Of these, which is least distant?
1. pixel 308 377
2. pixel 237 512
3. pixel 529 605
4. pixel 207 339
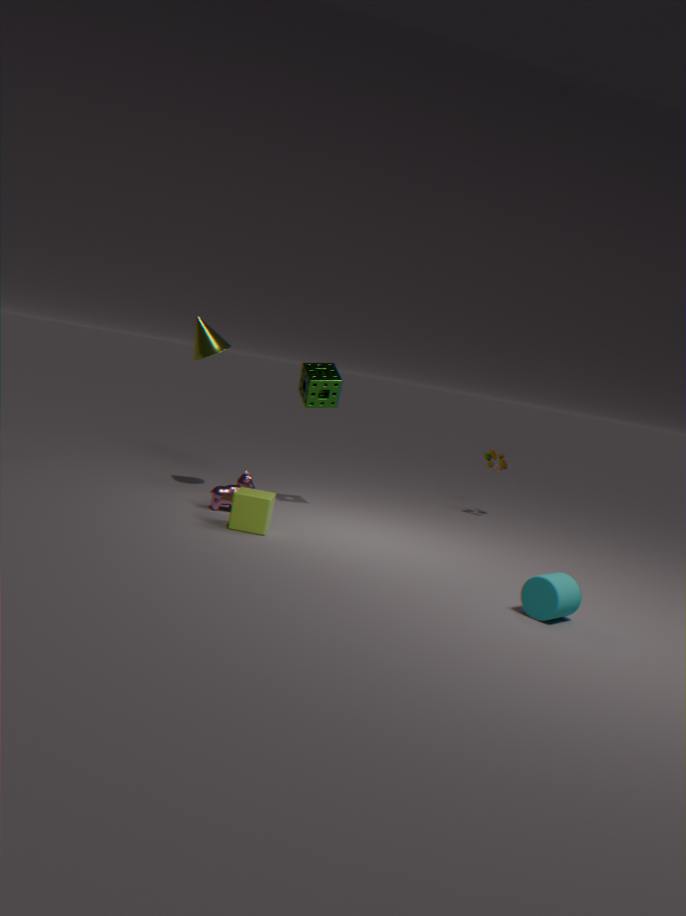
pixel 529 605
